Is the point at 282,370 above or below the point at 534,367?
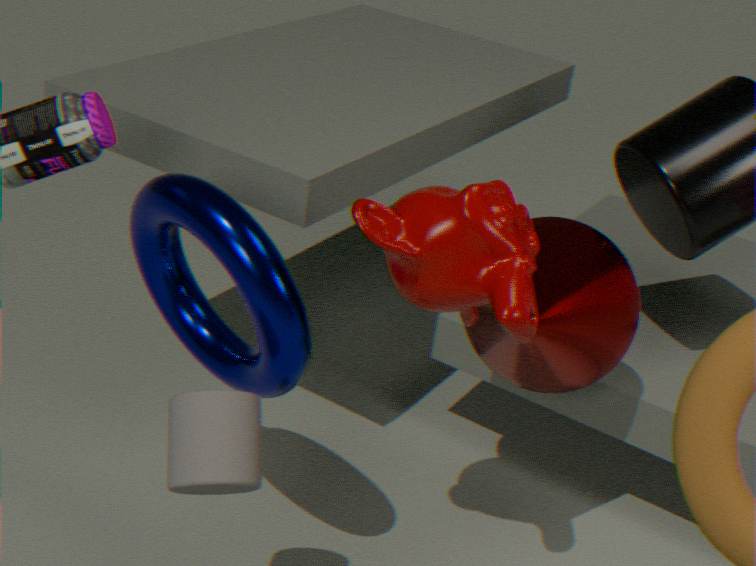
above
